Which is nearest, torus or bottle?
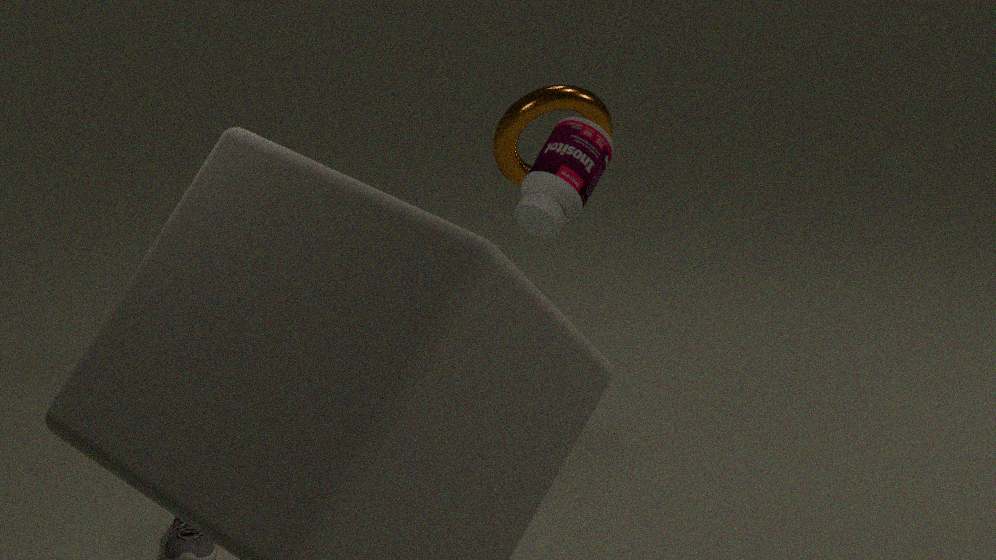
bottle
